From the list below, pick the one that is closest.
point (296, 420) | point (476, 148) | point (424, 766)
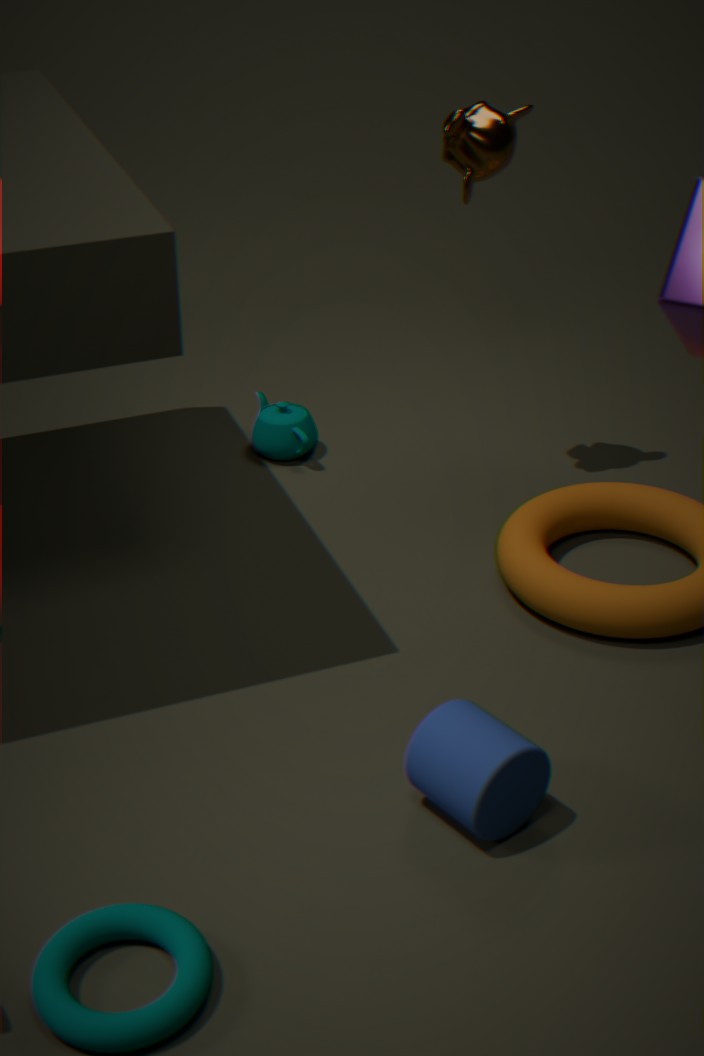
point (424, 766)
